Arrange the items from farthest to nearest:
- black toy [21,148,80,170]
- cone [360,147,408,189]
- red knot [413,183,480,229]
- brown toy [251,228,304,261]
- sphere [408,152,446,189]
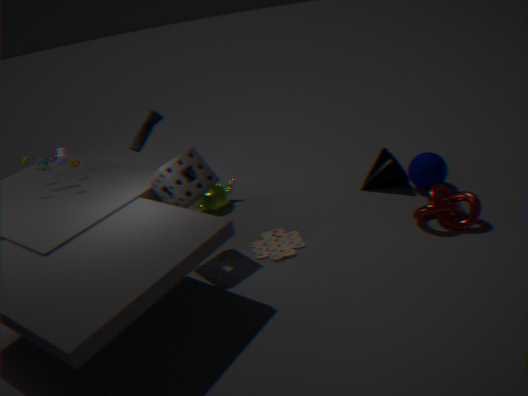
cone [360,147,408,189], sphere [408,152,446,189], black toy [21,148,80,170], brown toy [251,228,304,261], red knot [413,183,480,229]
